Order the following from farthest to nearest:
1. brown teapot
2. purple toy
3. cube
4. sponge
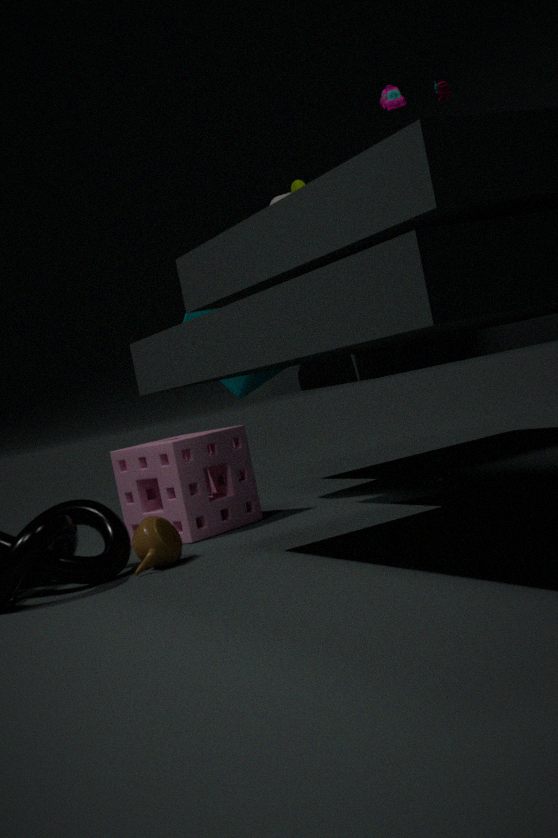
cube, sponge, brown teapot, purple toy
